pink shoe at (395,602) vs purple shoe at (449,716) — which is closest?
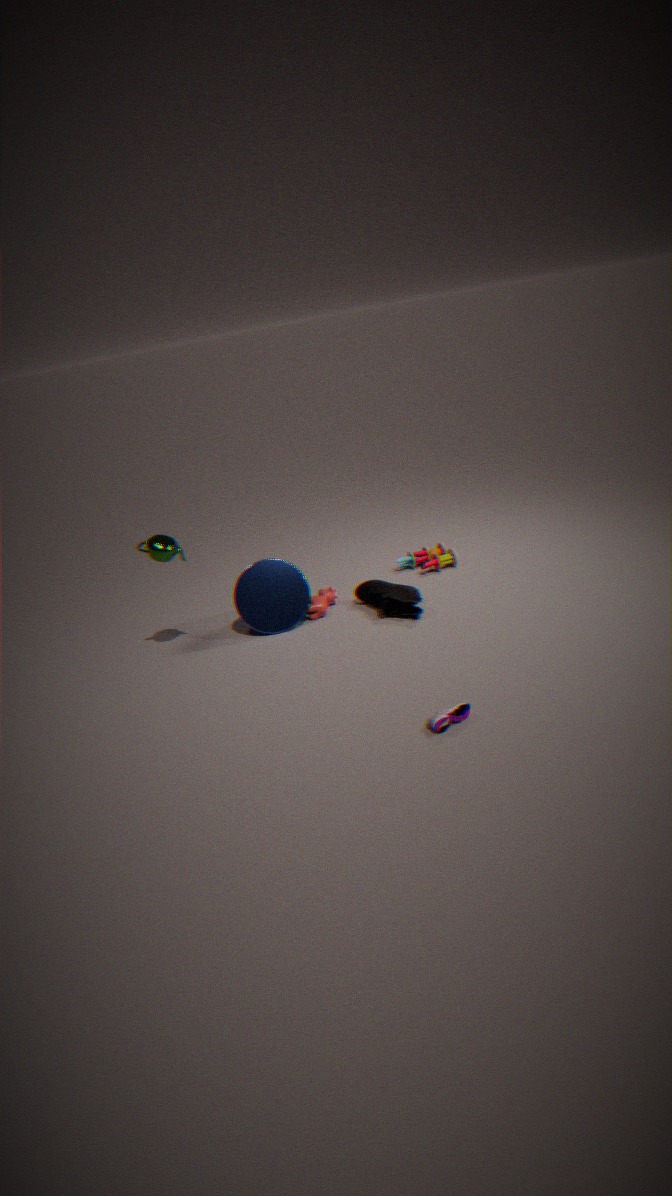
purple shoe at (449,716)
